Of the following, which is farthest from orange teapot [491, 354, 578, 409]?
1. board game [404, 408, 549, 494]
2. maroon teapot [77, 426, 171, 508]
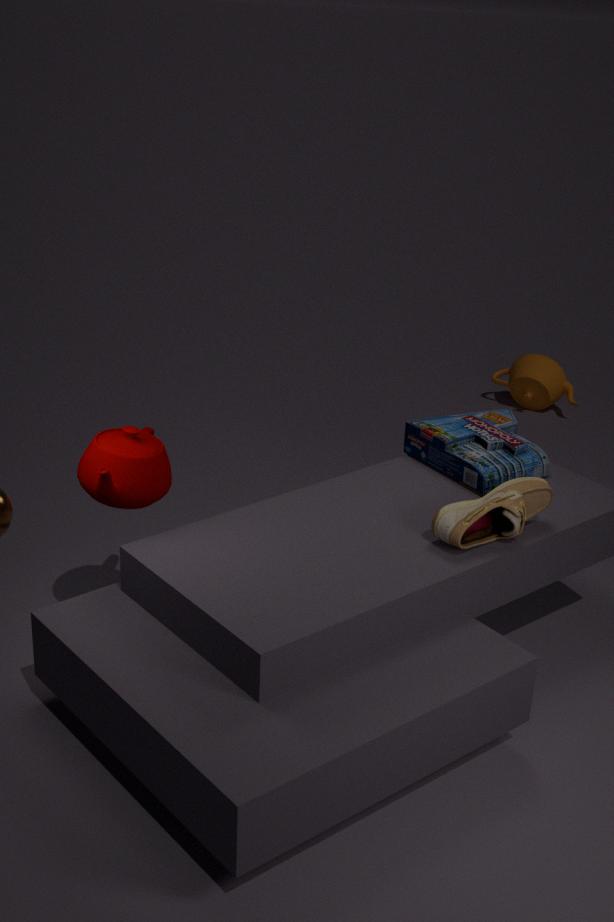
maroon teapot [77, 426, 171, 508]
